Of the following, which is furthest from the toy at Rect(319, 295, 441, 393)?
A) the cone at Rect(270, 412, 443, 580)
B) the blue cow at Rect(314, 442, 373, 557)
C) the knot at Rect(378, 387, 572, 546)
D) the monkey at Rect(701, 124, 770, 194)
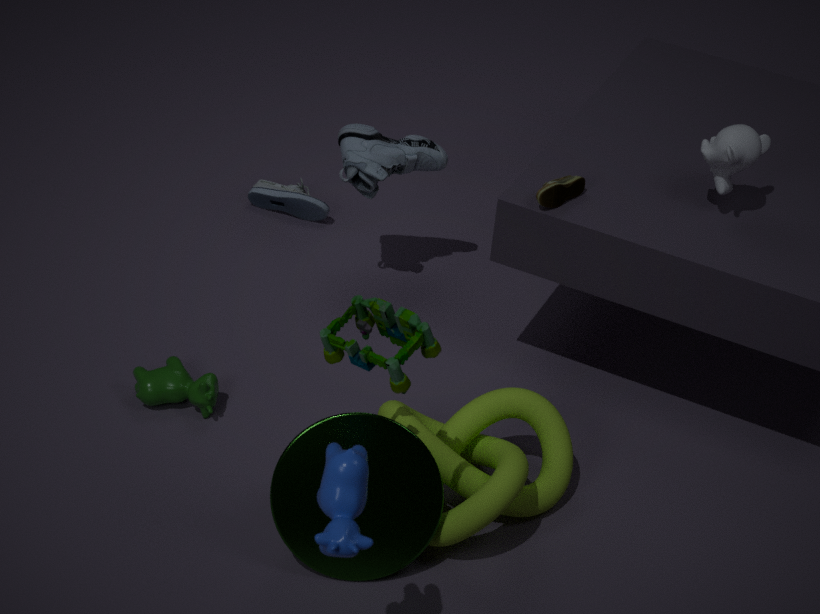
the monkey at Rect(701, 124, 770, 194)
